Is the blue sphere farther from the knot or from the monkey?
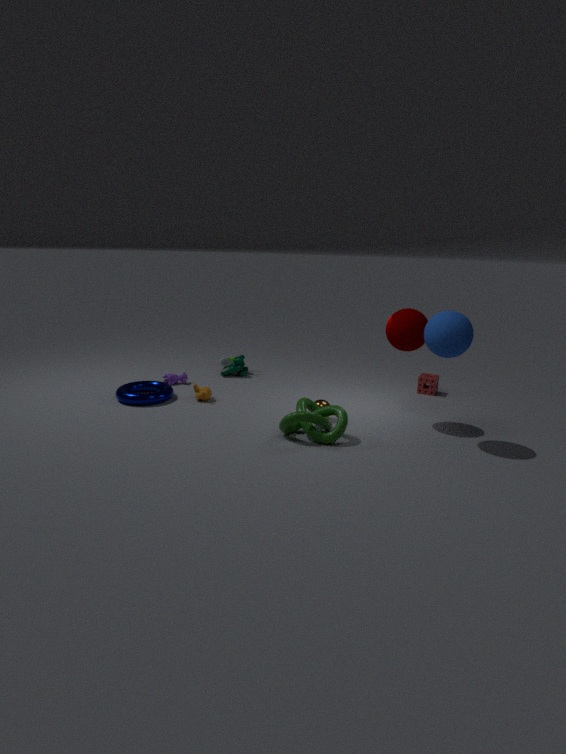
the monkey
